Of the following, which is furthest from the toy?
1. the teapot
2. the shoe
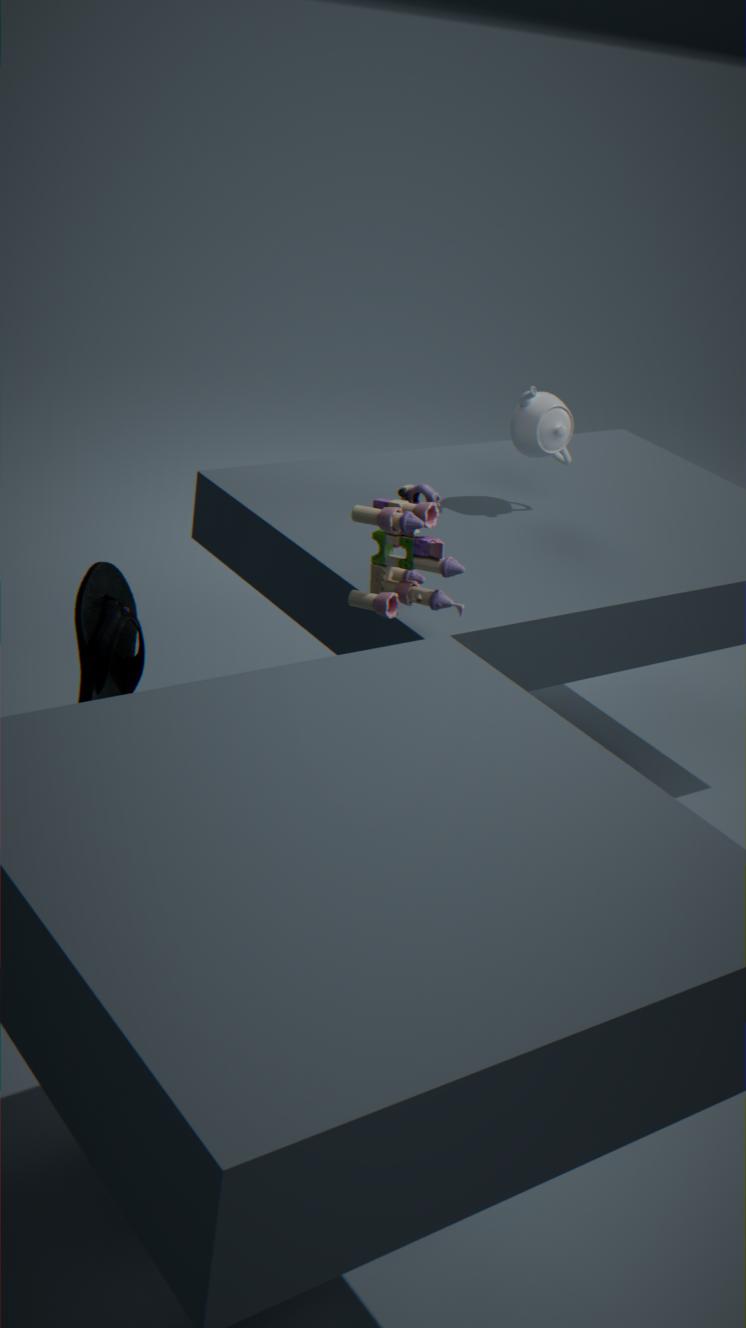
the teapot
